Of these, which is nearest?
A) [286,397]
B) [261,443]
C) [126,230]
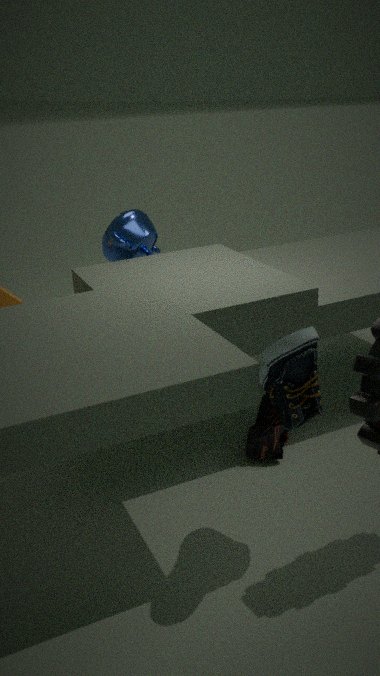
[286,397]
